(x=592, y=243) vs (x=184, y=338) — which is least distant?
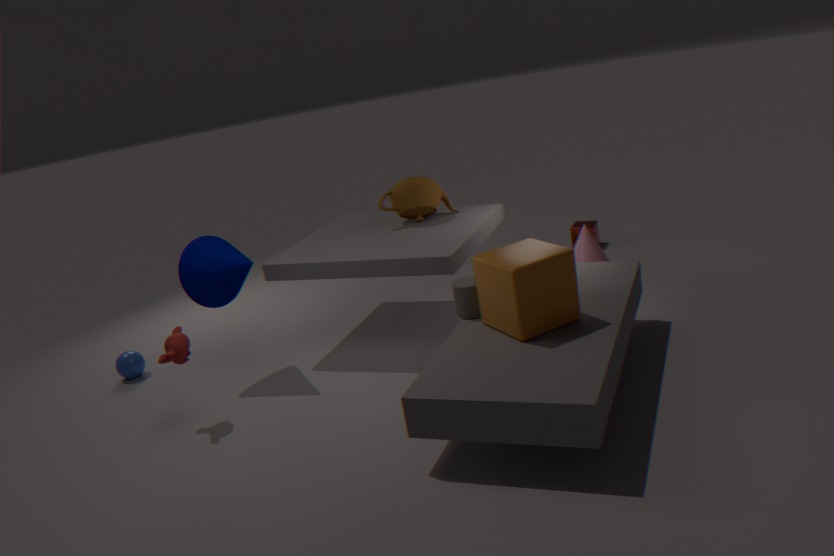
(x=184, y=338)
